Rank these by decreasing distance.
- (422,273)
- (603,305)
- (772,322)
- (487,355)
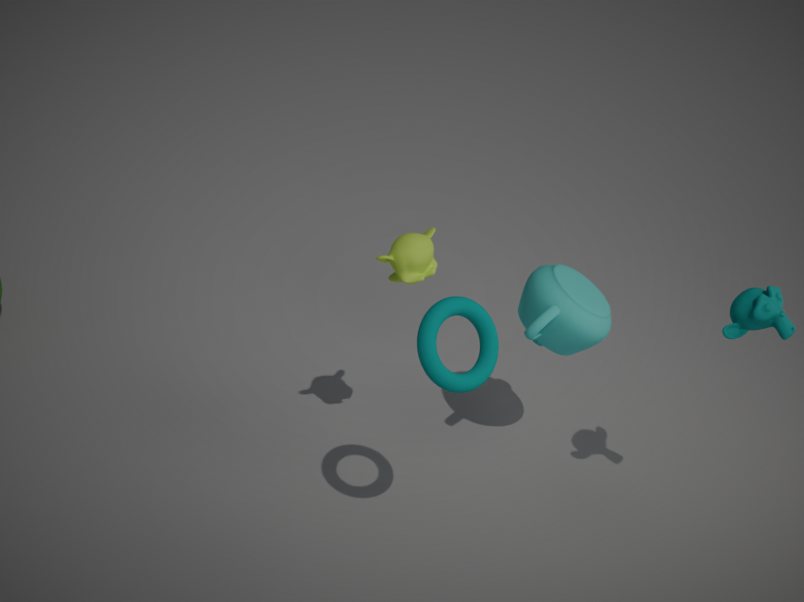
1. (603,305)
2. (422,273)
3. (772,322)
4. (487,355)
